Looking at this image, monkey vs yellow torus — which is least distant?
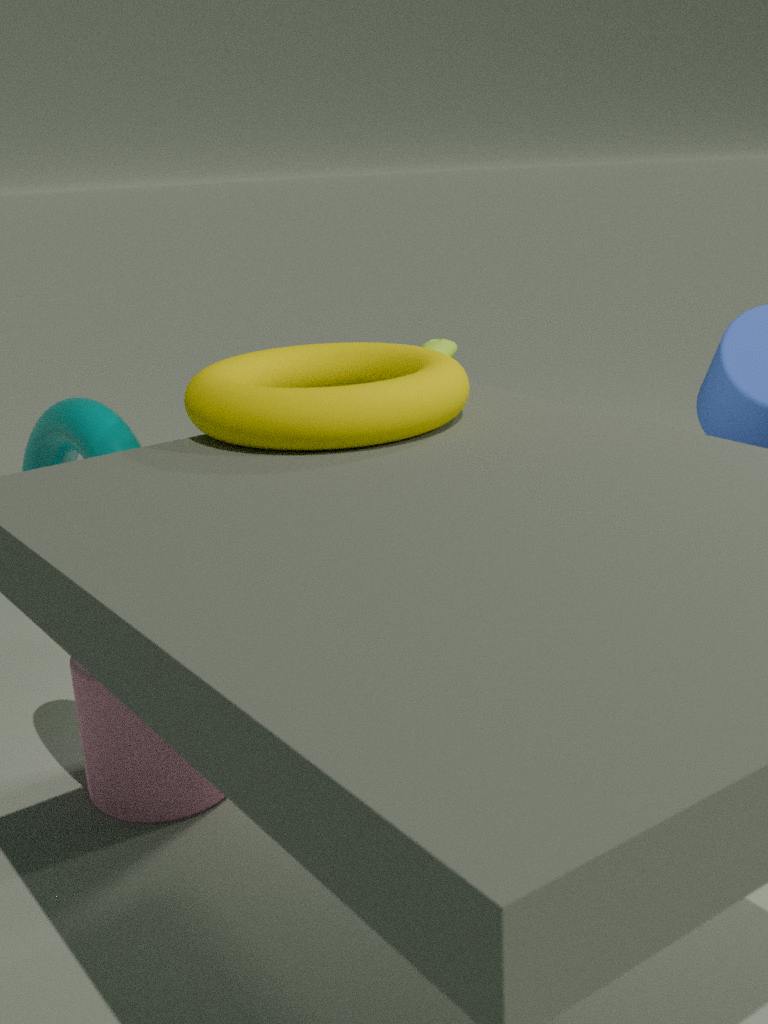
yellow torus
